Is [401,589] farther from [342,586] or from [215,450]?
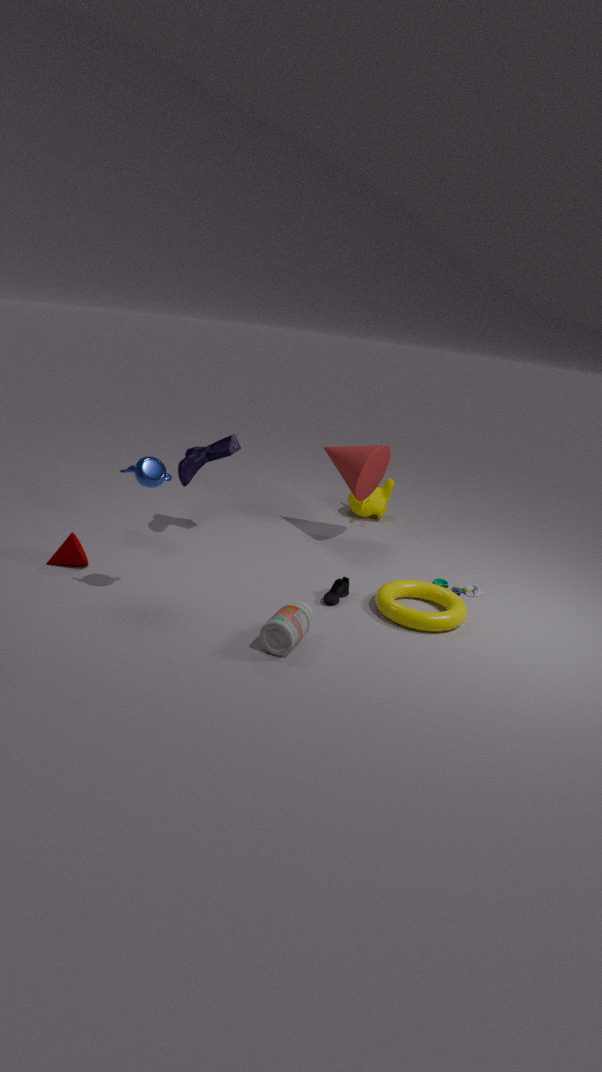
[215,450]
